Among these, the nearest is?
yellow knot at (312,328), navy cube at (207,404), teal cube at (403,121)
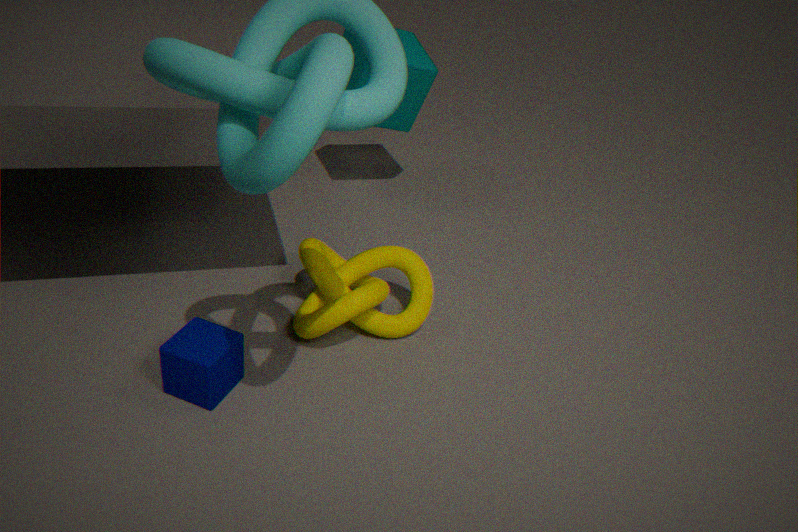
navy cube at (207,404)
